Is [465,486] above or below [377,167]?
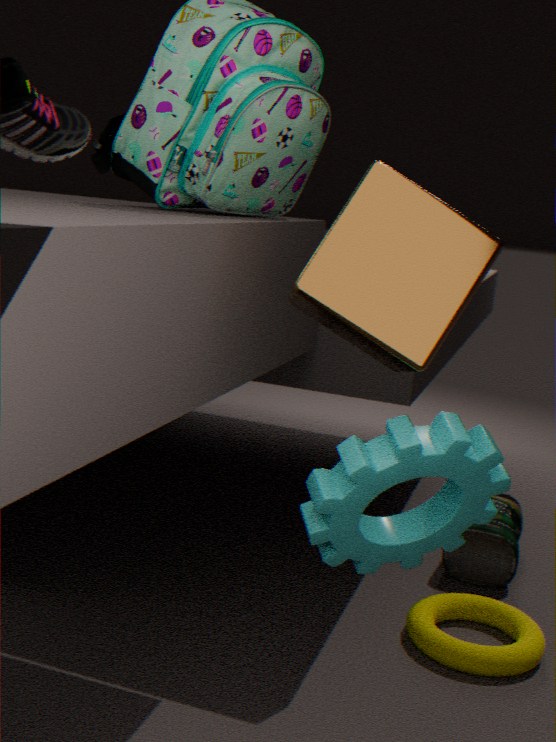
below
